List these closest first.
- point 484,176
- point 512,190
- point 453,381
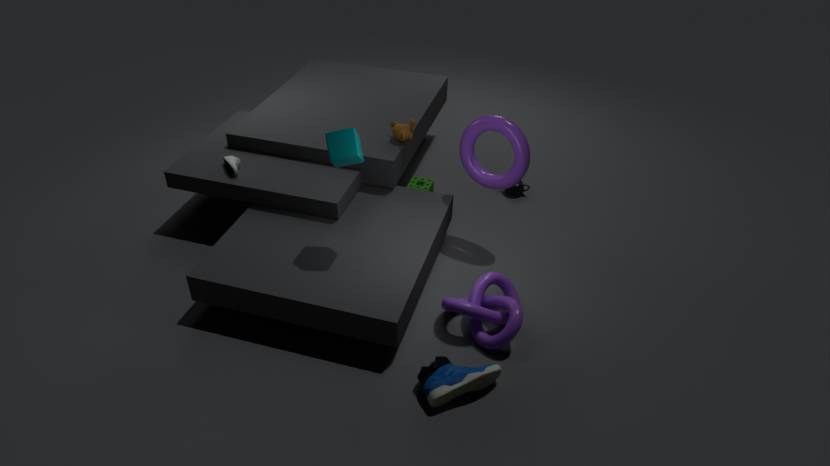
1. point 453,381
2. point 484,176
3. point 512,190
